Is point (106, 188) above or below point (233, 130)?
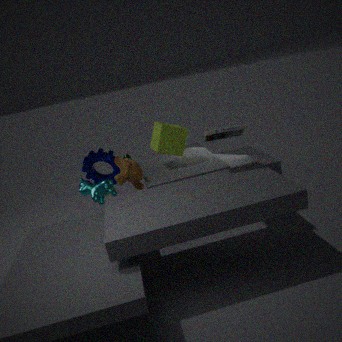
below
